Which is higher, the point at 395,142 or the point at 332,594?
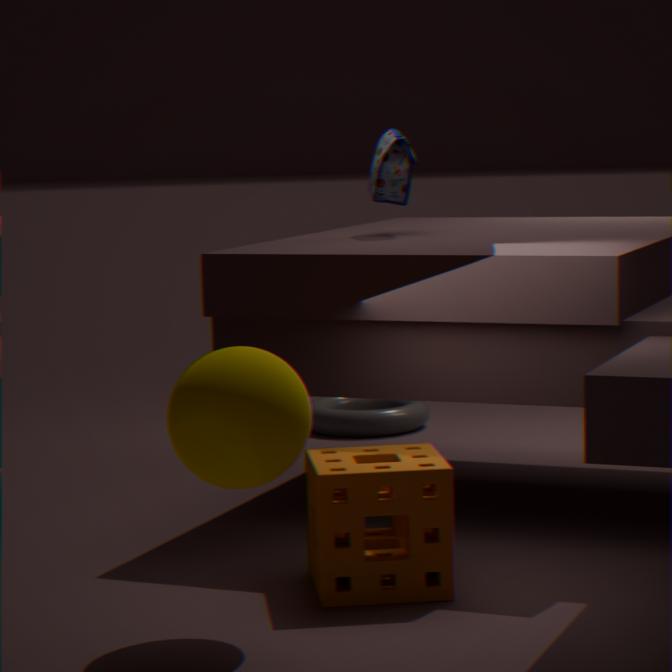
the point at 395,142
